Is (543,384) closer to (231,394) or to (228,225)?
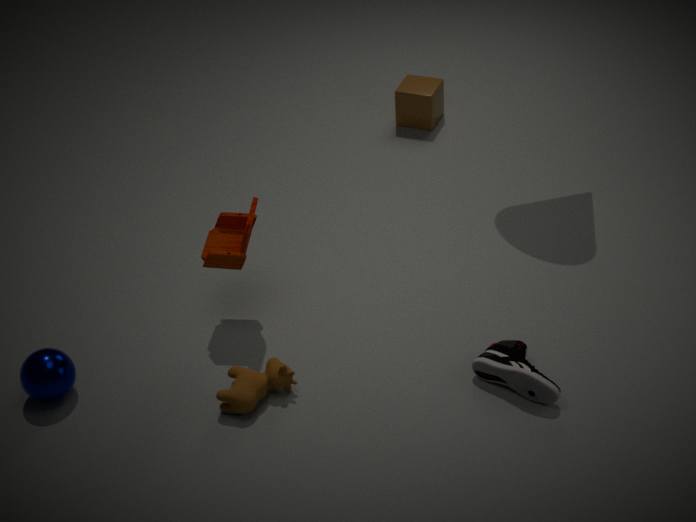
(231,394)
